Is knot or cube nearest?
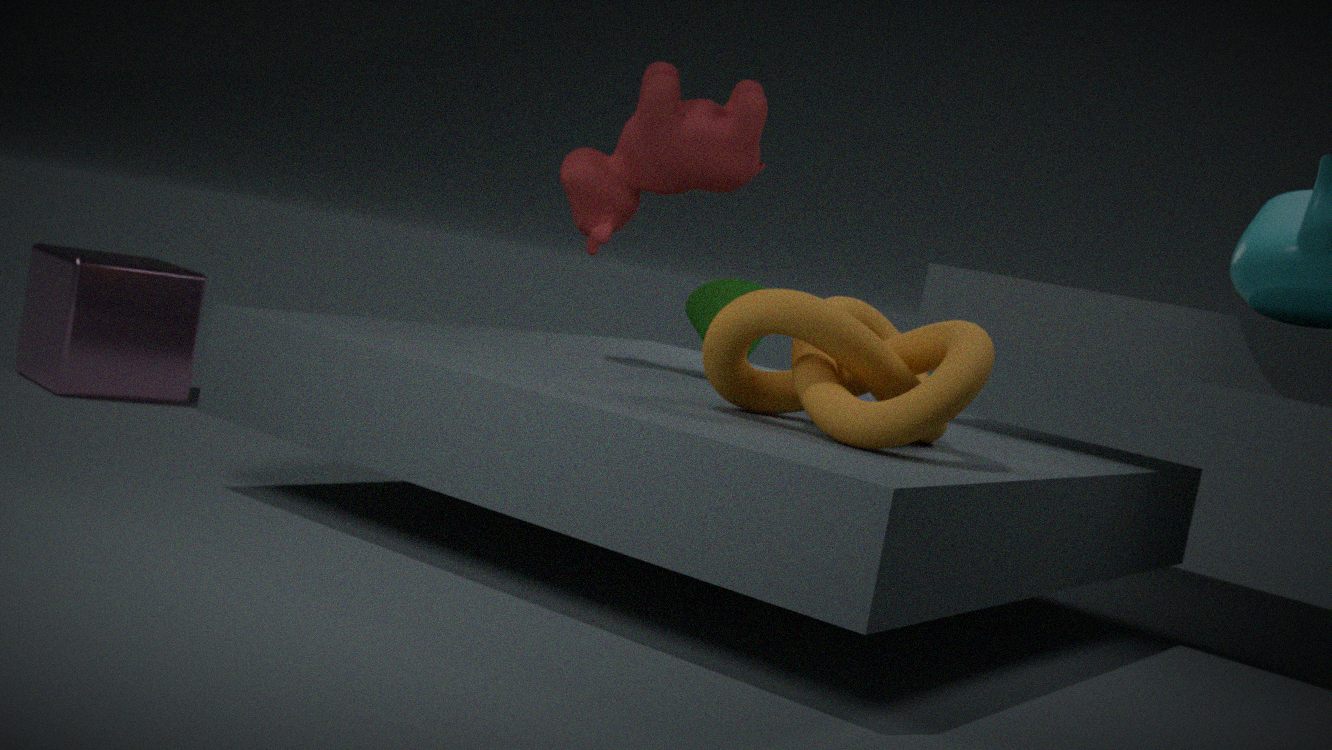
knot
